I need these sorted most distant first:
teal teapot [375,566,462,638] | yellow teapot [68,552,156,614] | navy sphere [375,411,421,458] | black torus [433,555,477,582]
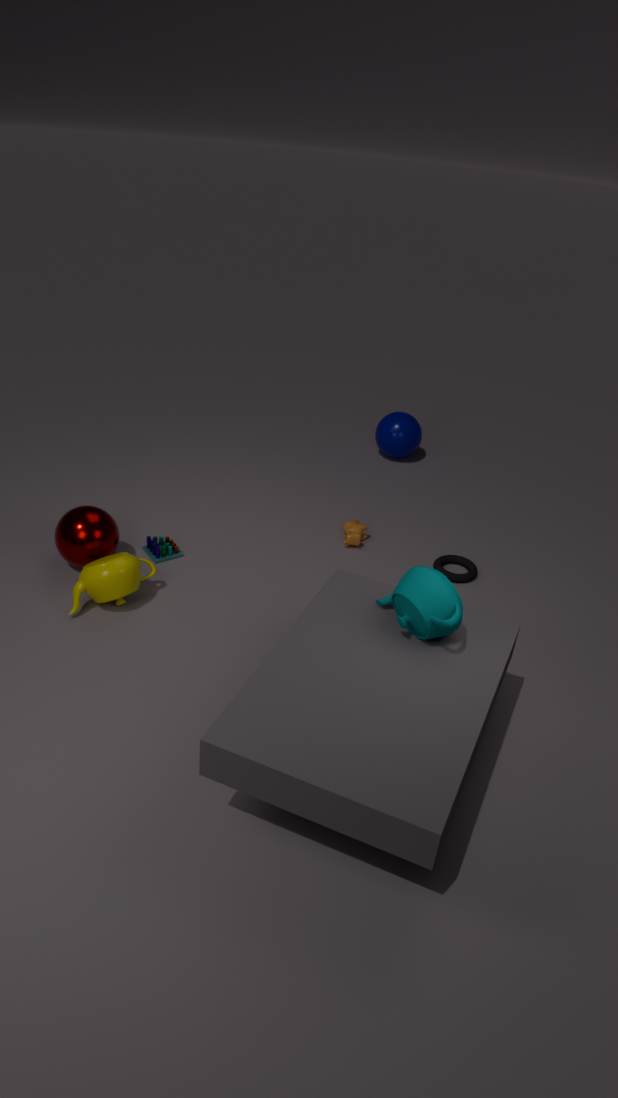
navy sphere [375,411,421,458]
black torus [433,555,477,582]
yellow teapot [68,552,156,614]
teal teapot [375,566,462,638]
